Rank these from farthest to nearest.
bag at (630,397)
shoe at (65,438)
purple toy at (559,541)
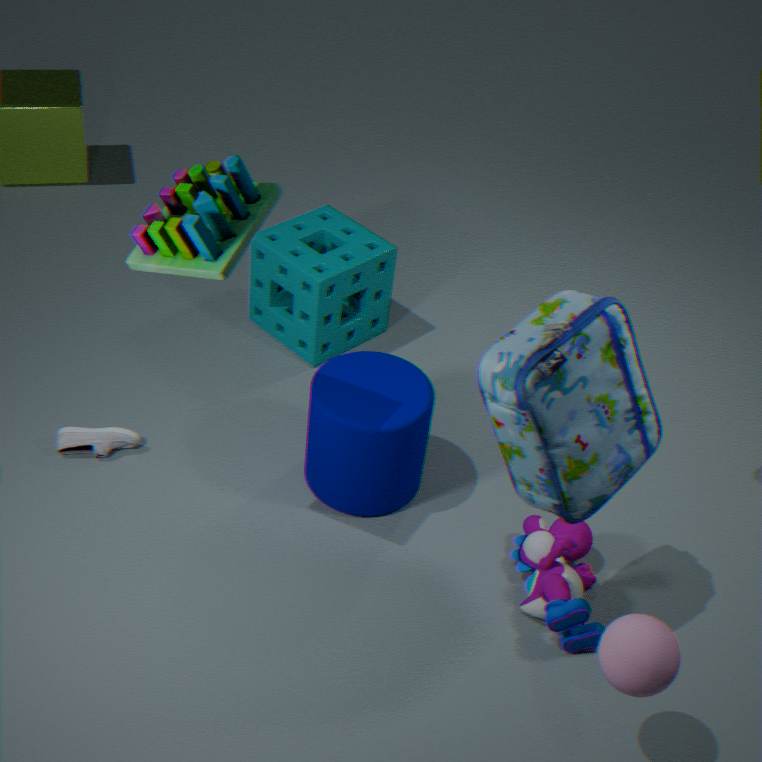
shoe at (65,438) < purple toy at (559,541) < bag at (630,397)
